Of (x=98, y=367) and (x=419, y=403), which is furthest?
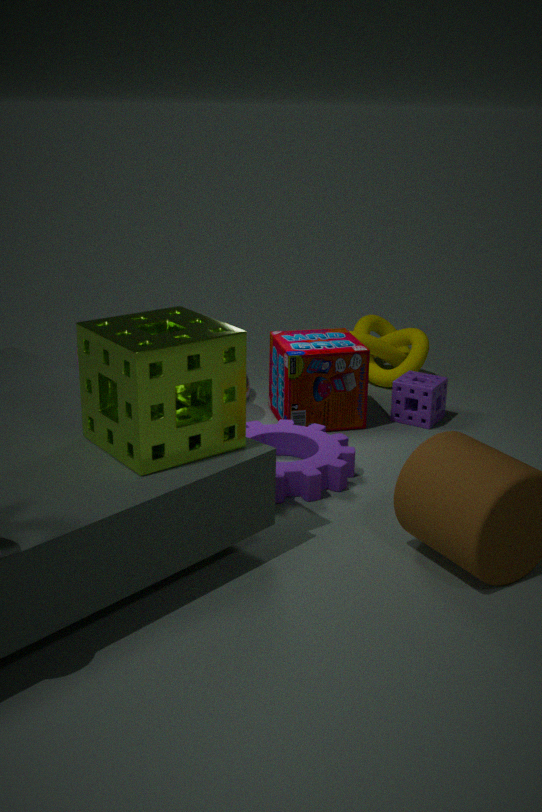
(x=419, y=403)
